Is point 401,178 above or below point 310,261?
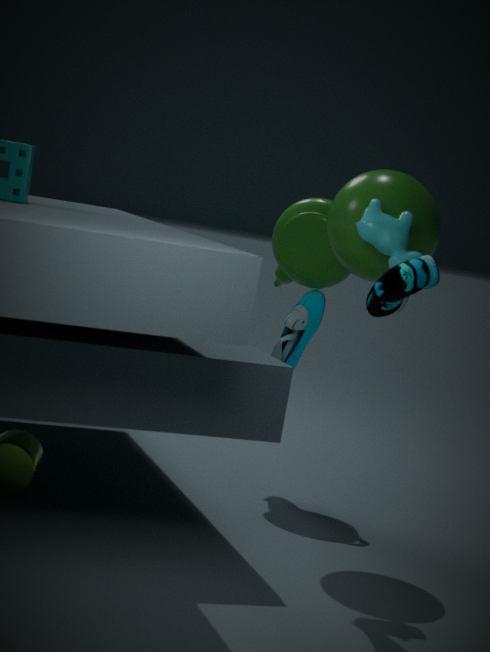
above
